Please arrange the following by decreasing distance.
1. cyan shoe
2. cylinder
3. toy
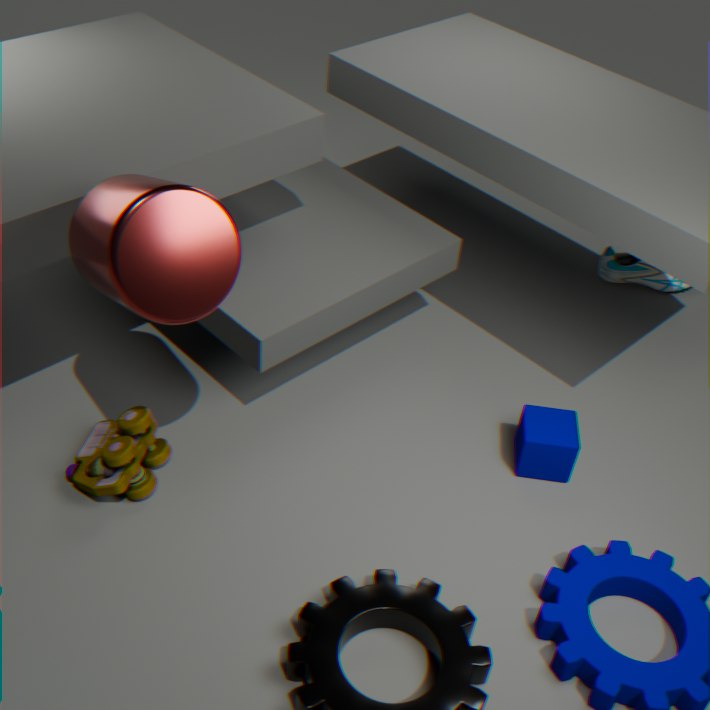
cyan shoe < toy < cylinder
